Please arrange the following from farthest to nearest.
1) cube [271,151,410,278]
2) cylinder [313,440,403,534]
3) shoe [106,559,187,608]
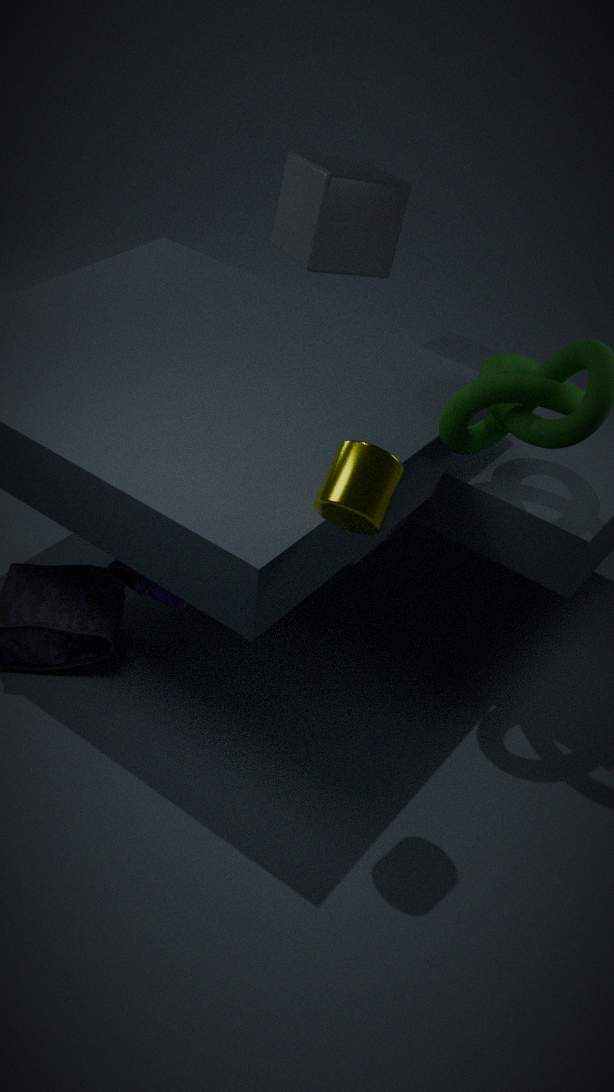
1. cube [271,151,410,278] → 3. shoe [106,559,187,608] → 2. cylinder [313,440,403,534]
